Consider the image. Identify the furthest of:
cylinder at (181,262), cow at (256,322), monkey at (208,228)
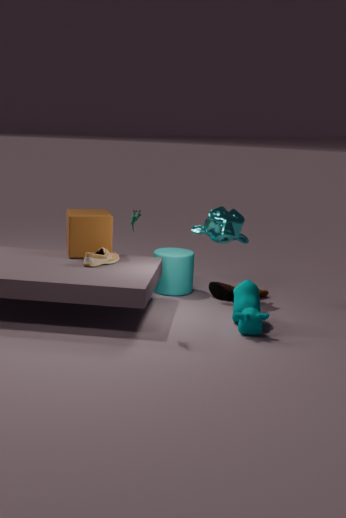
cylinder at (181,262)
